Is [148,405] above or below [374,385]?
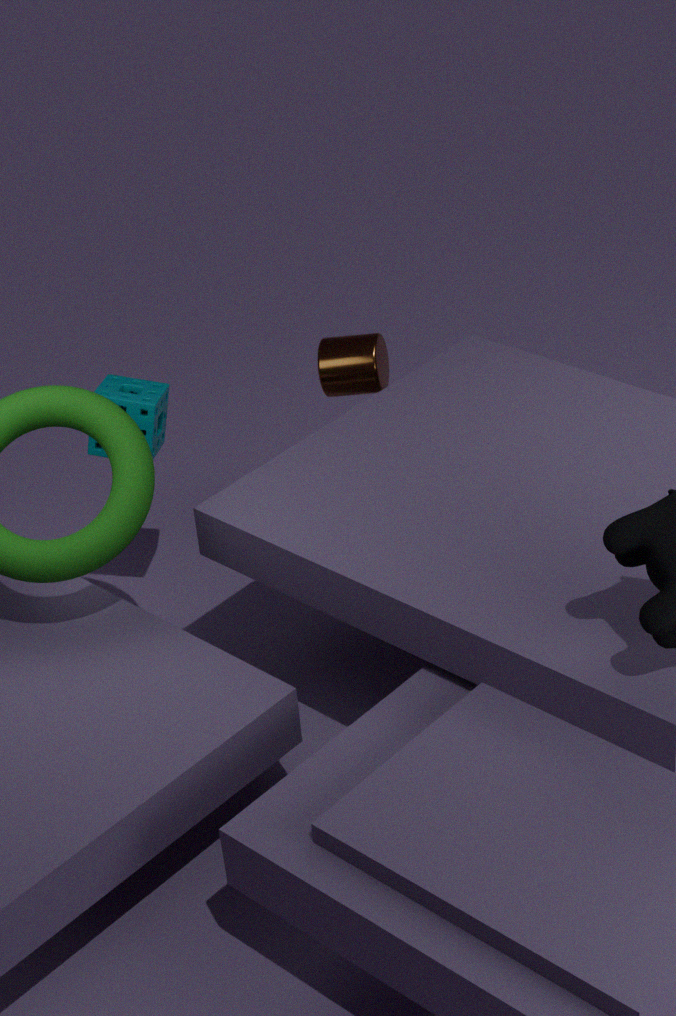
above
